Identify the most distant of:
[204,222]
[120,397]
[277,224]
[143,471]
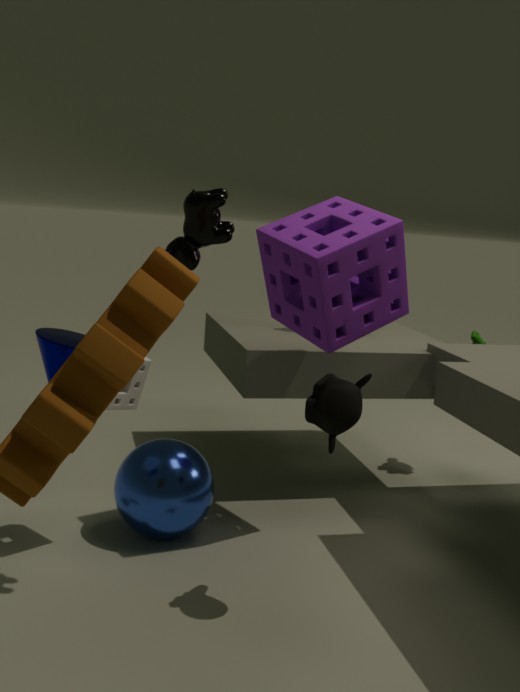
[277,224]
